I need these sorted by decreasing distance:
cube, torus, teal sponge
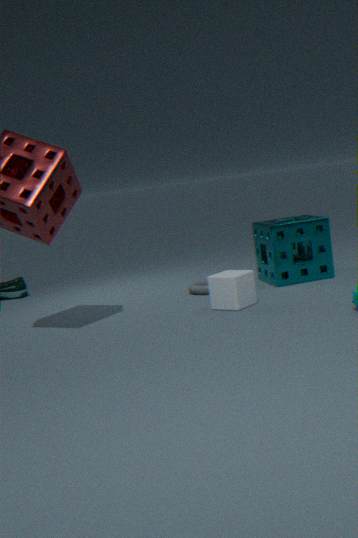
torus < teal sponge < cube
